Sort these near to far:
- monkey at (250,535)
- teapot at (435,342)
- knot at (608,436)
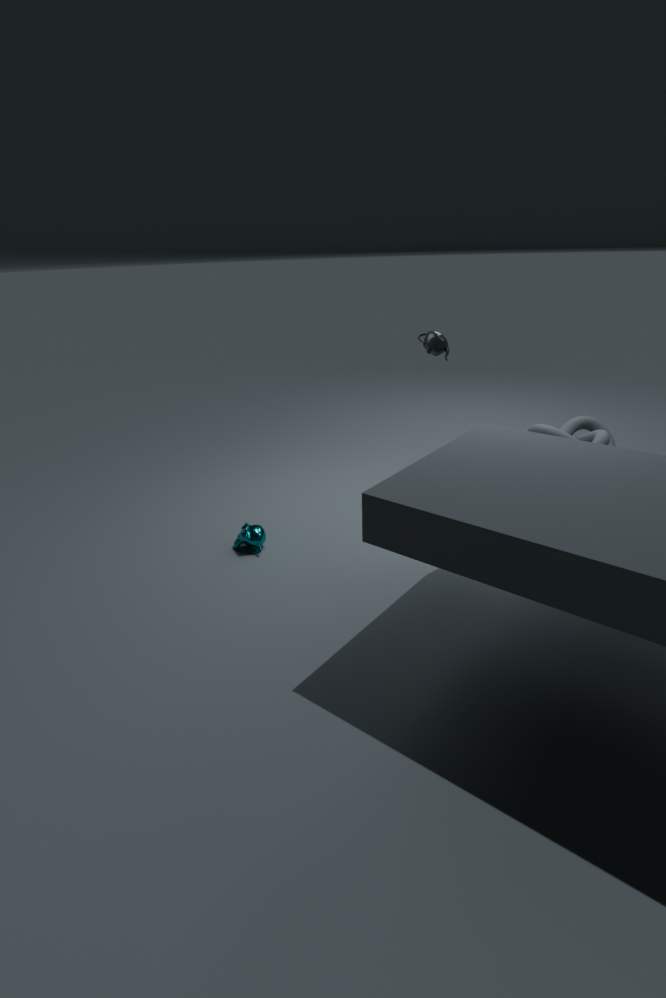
knot at (608,436) < monkey at (250,535) < teapot at (435,342)
